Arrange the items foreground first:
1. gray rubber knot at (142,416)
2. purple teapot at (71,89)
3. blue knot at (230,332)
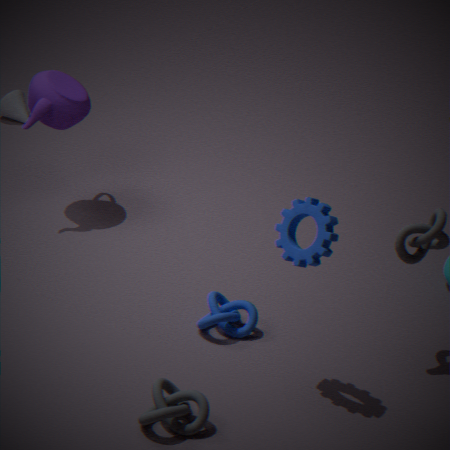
1. gray rubber knot at (142,416)
2. blue knot at (230,332)
3. purple teapot at (71,89)
